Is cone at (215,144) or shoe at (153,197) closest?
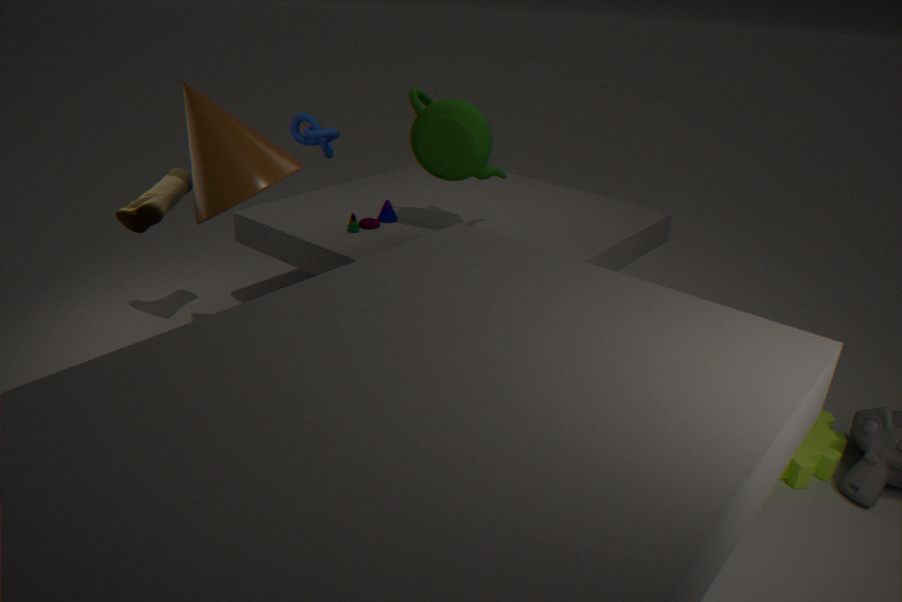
cone at (215,144)
